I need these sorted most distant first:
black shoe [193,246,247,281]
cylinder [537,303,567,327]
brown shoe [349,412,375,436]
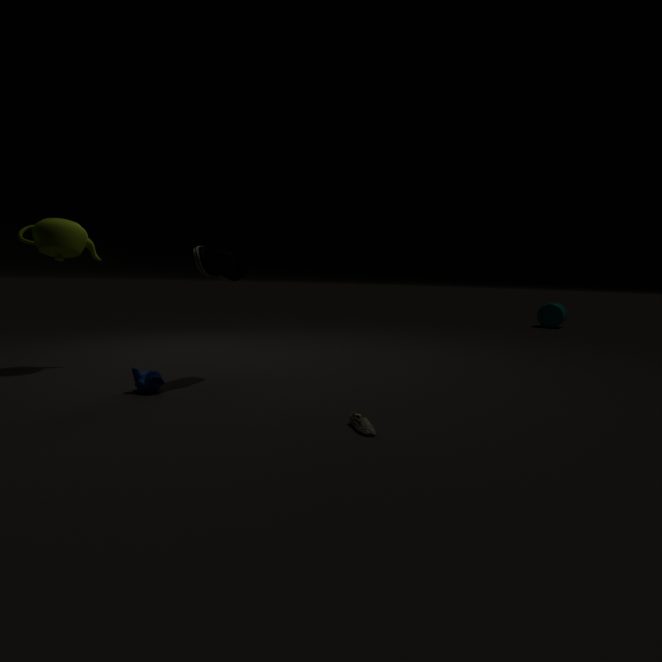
1. cylinder [537,303,567,327]
2. black shoe [193,246,247,281]
3. brown shoe [349,412,375,436]
